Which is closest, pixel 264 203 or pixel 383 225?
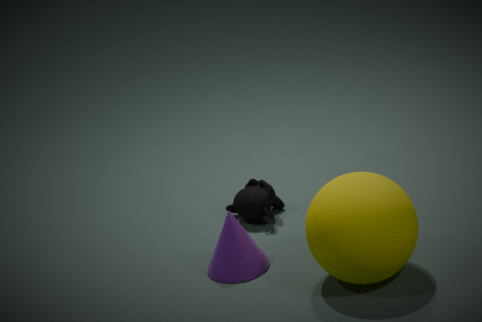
pixel 383 225
